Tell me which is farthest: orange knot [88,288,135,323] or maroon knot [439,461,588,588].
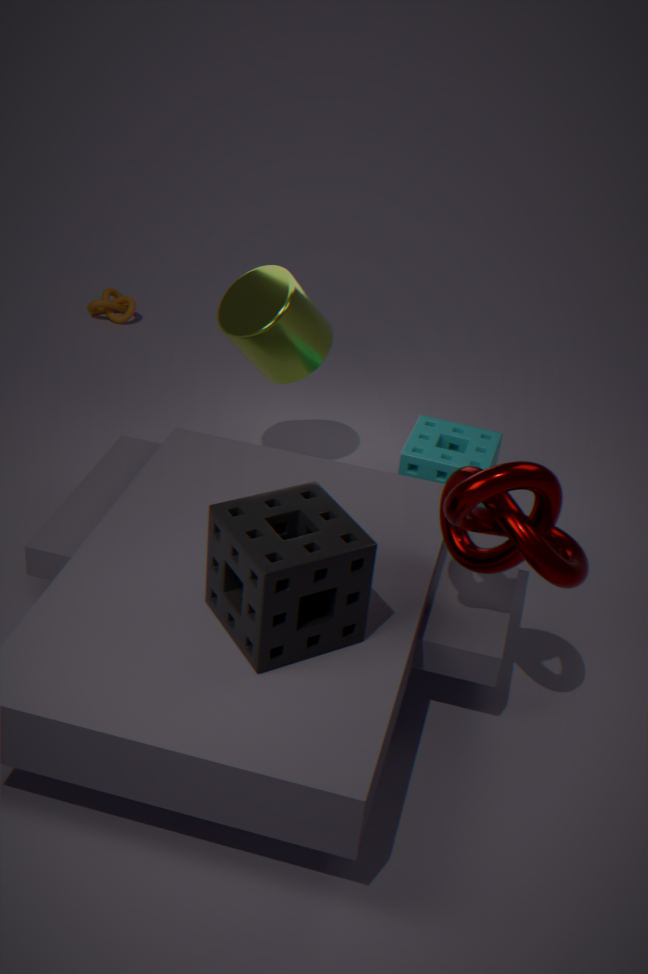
orange knot [88,288,135,323]
